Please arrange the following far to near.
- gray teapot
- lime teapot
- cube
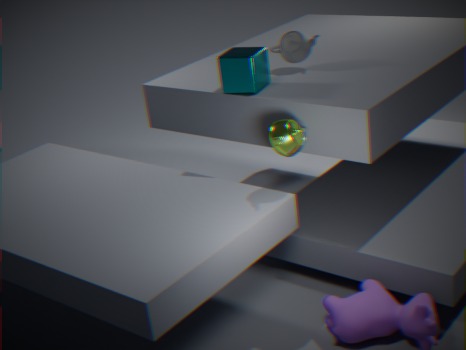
gray teapot
cube
lime teapot
